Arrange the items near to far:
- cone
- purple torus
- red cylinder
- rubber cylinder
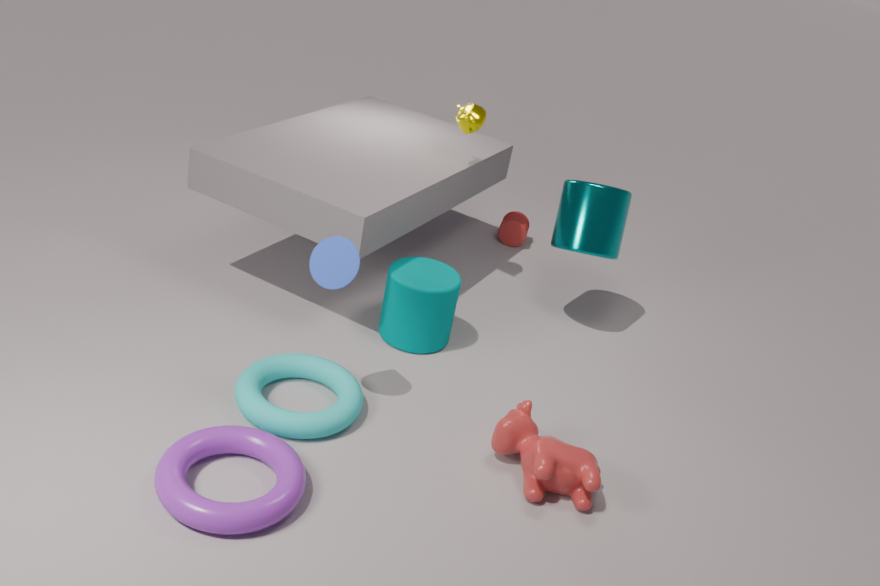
purple torus → cone → rubber cylinder → red cylinder
